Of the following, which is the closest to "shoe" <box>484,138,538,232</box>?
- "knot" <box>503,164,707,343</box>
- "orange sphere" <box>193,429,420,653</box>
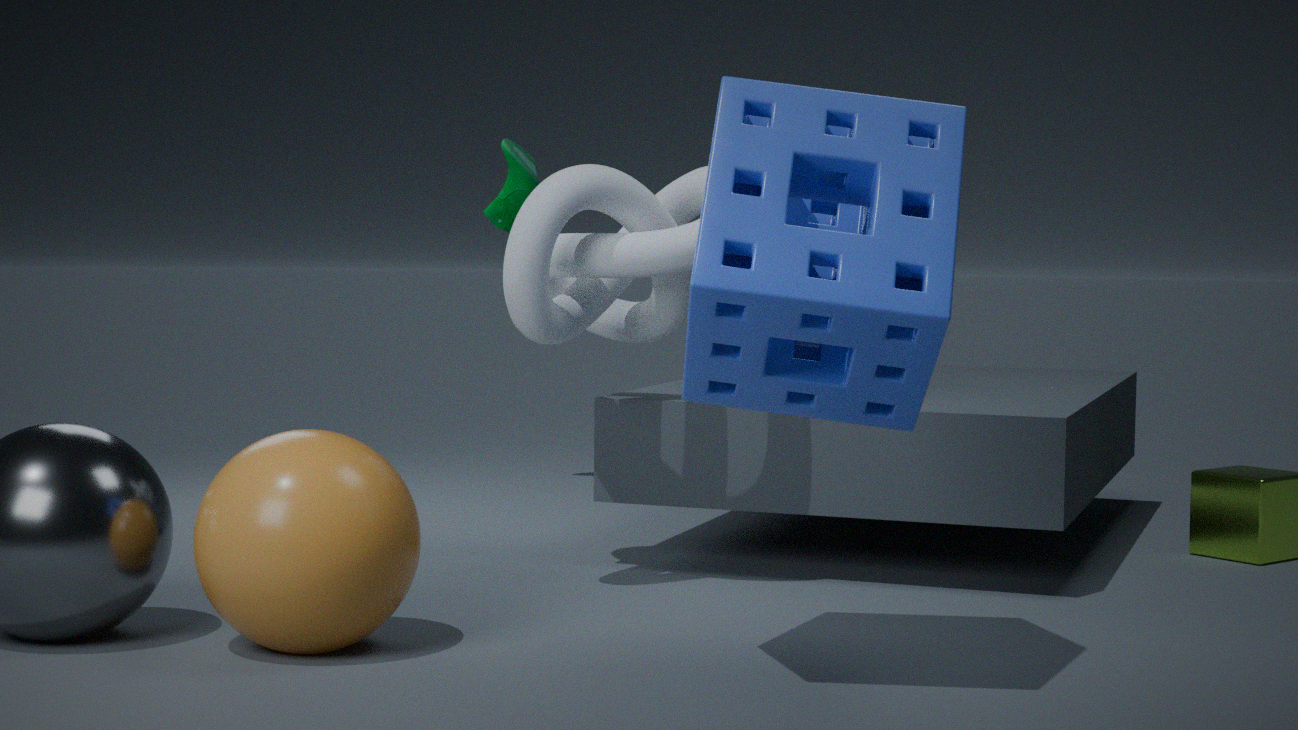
"knot" <box>503,164,707,343</box>
